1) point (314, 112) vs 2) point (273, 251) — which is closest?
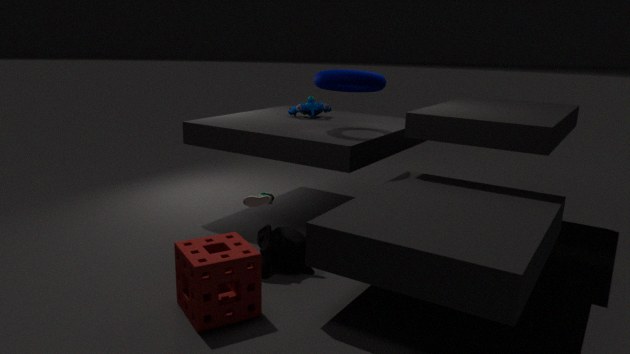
2. point (273, 251)
